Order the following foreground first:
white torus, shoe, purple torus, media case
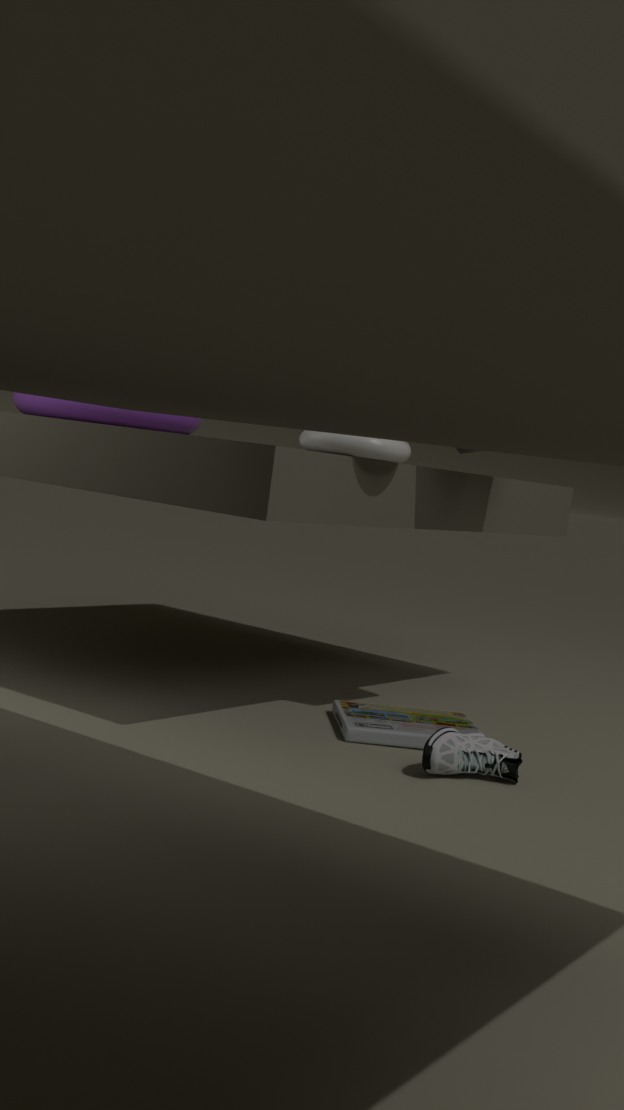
1. shoe
2. white torus
3. media case
4. purple torus
